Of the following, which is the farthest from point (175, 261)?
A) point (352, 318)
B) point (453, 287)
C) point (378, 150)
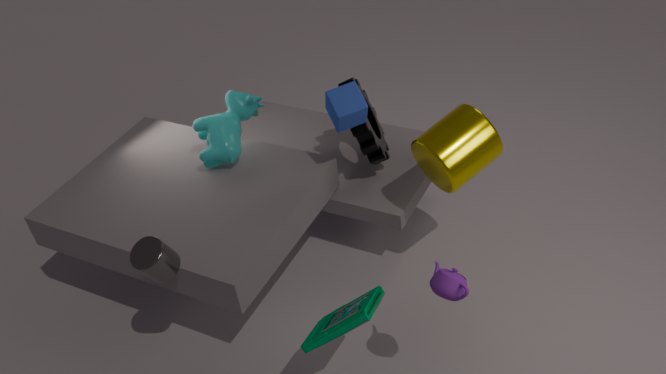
point (378, 150)
